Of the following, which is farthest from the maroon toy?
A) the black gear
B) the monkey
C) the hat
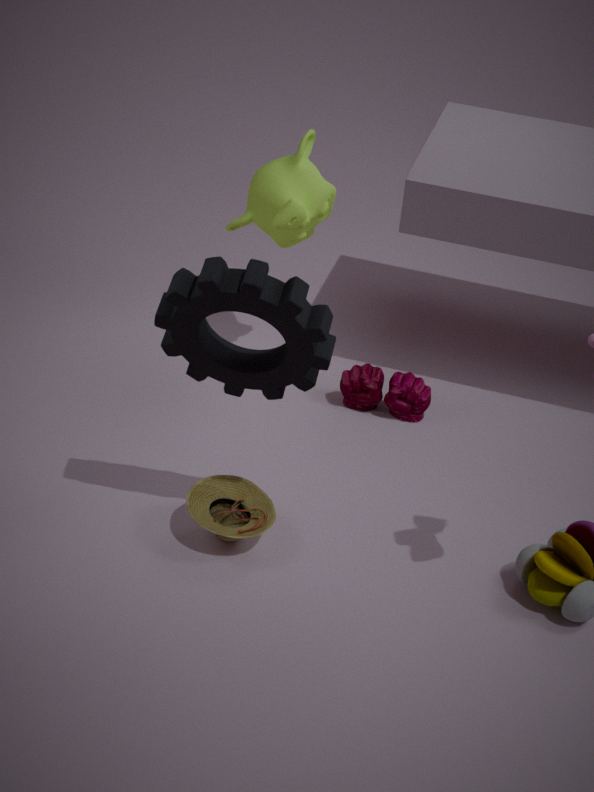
the black gear
